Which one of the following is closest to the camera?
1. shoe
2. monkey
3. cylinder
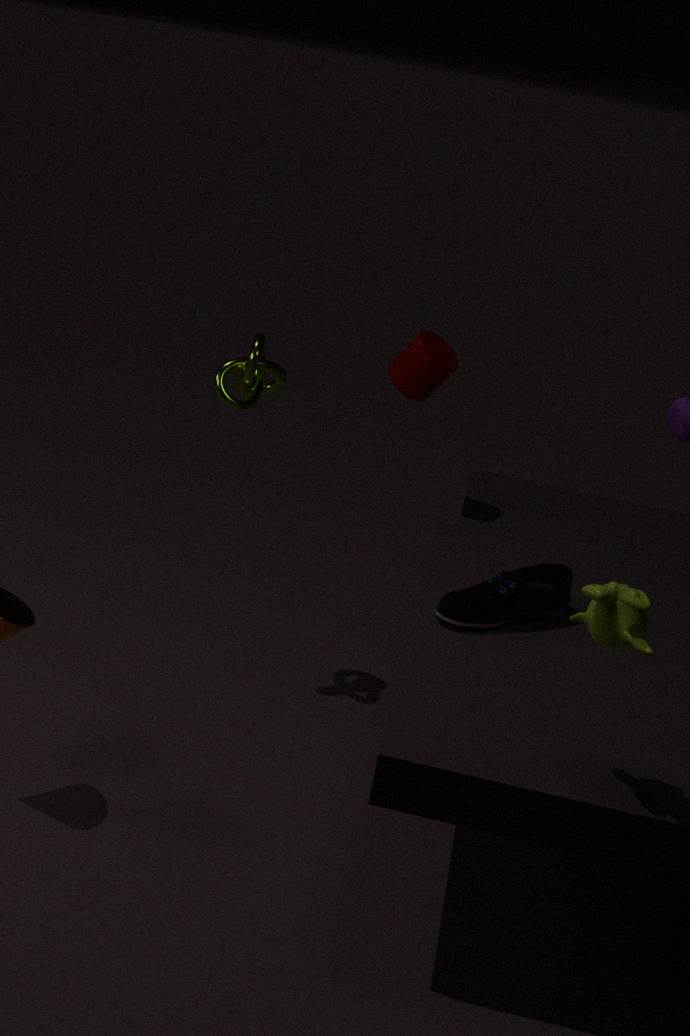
monkey
